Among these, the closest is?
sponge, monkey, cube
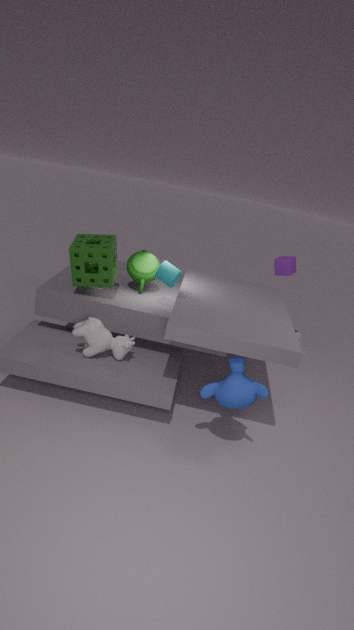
monkey
